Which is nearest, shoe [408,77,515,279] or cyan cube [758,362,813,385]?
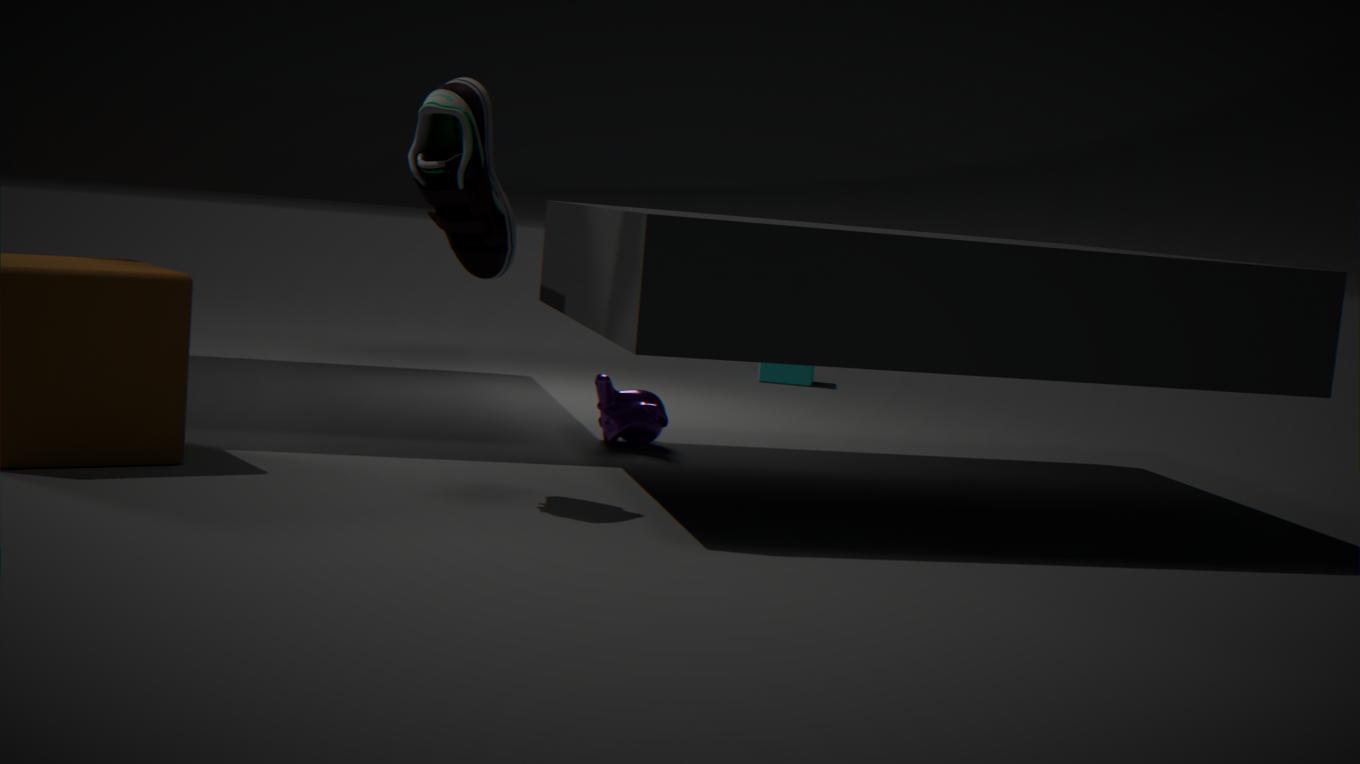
shoe [408,77,515,279]
